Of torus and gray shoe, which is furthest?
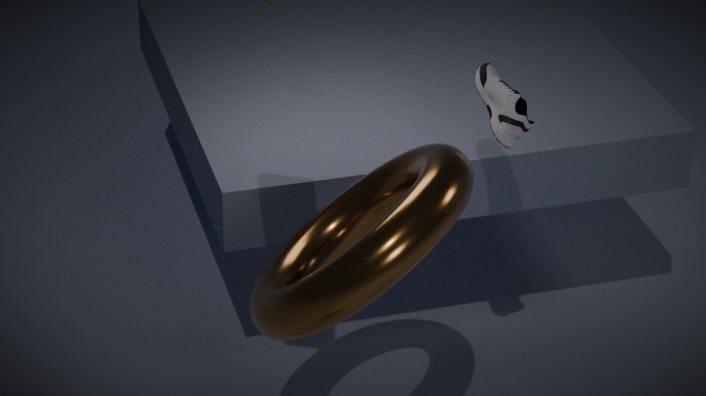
gray shoe
